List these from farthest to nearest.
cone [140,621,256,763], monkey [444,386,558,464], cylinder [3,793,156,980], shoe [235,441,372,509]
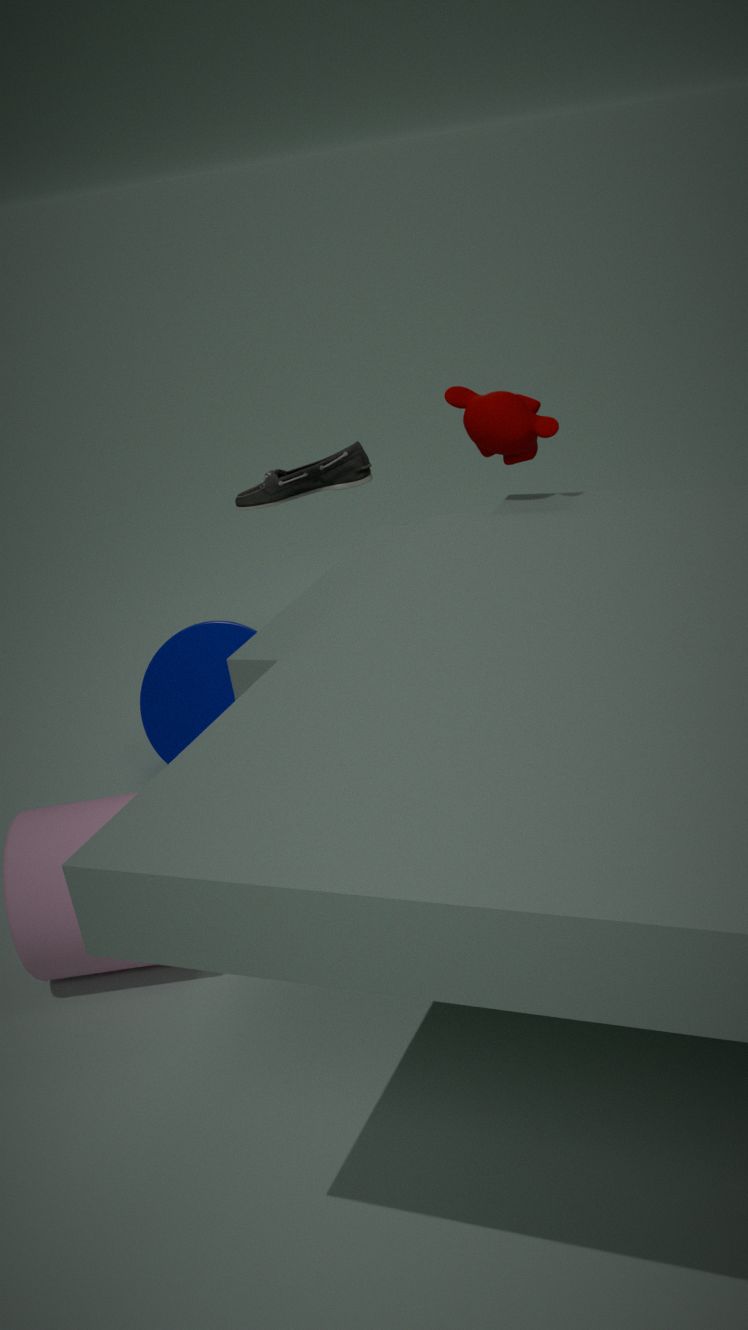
shoe [235,441,372,509], cone [140,621,256,763], monkey [444,386,558,464], cylinder [3,793,156,980]
